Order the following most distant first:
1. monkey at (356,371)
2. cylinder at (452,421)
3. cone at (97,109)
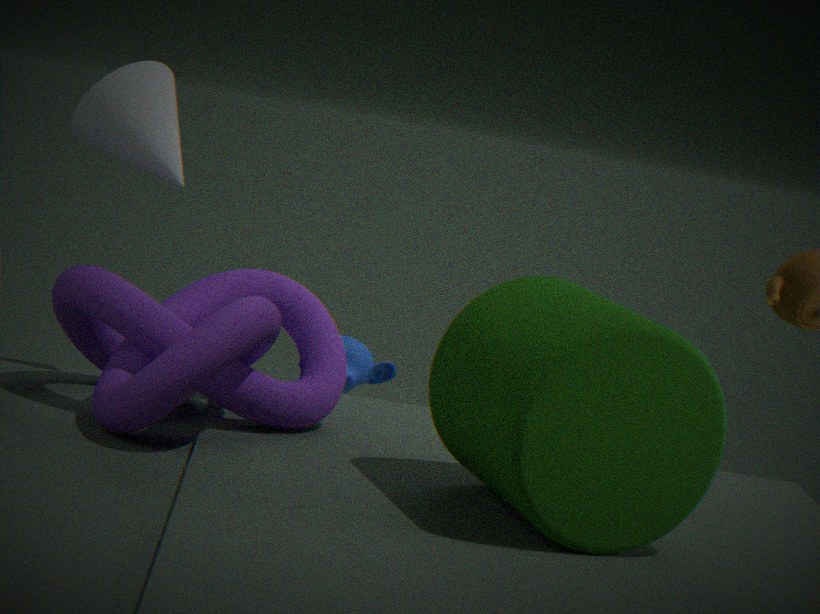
monkey at (356,371) < cone at (97,109) < cylinder at (452,421)
